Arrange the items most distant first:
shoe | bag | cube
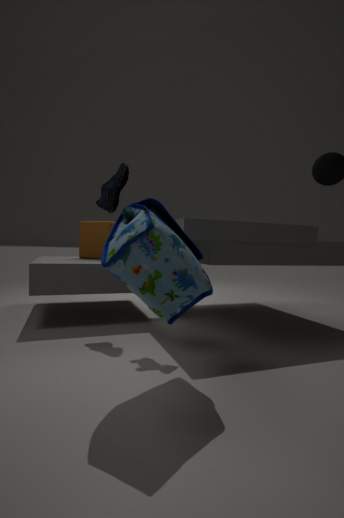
cube → shoe → bag
